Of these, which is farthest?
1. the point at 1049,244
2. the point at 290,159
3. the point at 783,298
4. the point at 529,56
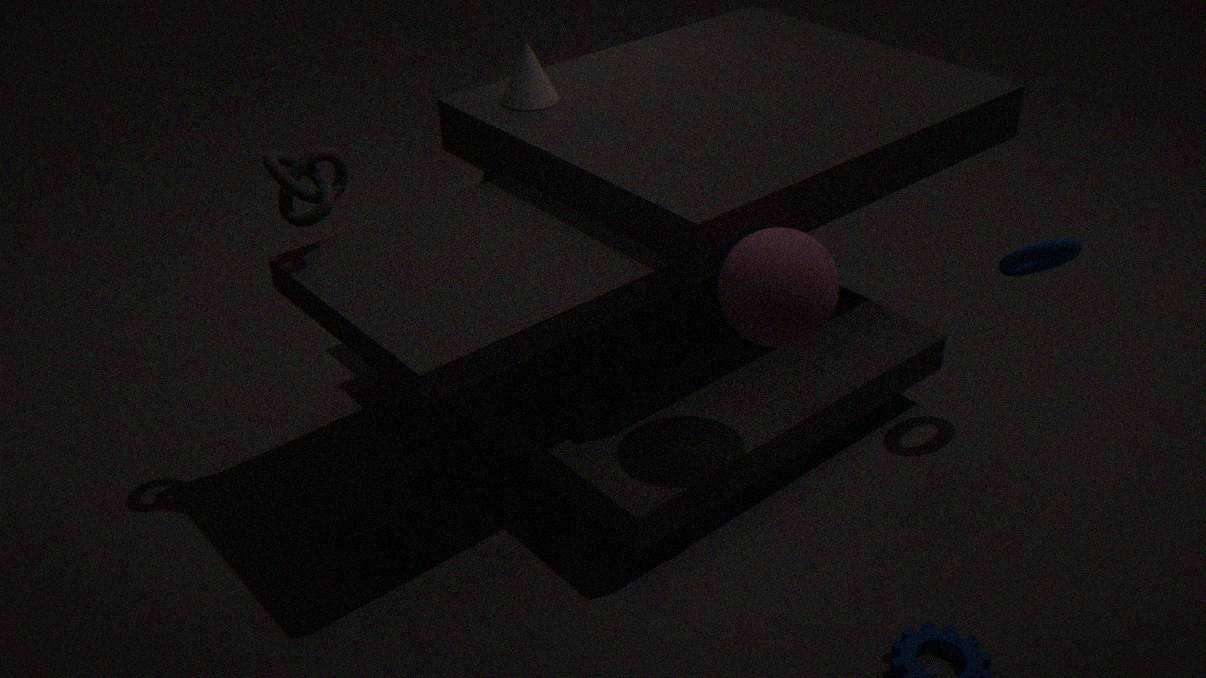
the point at 529,56
